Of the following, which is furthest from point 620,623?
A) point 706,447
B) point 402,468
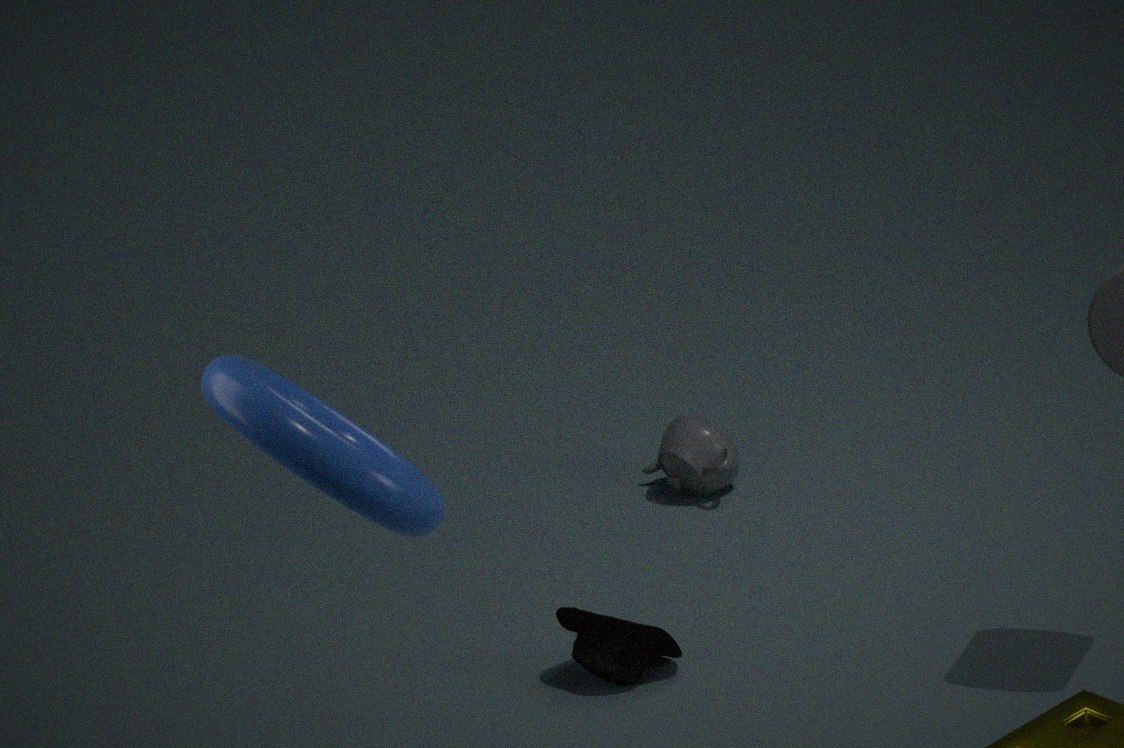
point 402,468
